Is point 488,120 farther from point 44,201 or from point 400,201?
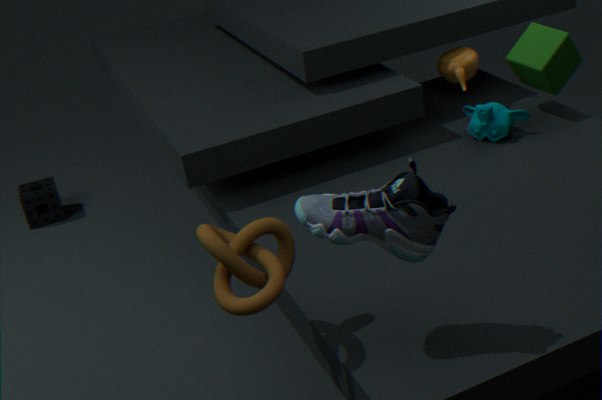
point 44,201
